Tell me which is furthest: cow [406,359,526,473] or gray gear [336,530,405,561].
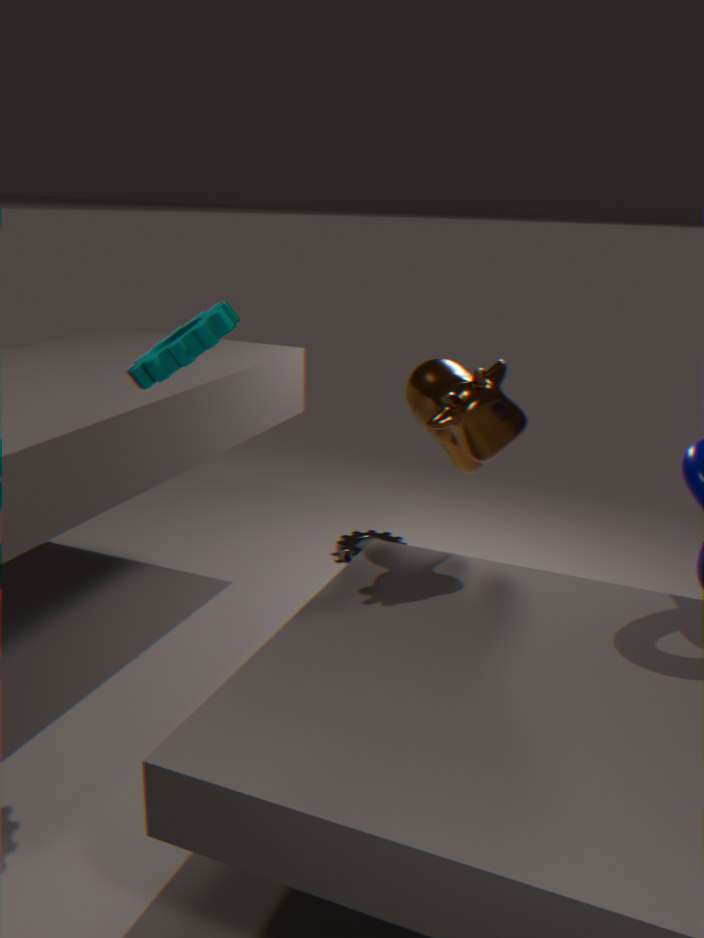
gray gear [336,530,405,561]
